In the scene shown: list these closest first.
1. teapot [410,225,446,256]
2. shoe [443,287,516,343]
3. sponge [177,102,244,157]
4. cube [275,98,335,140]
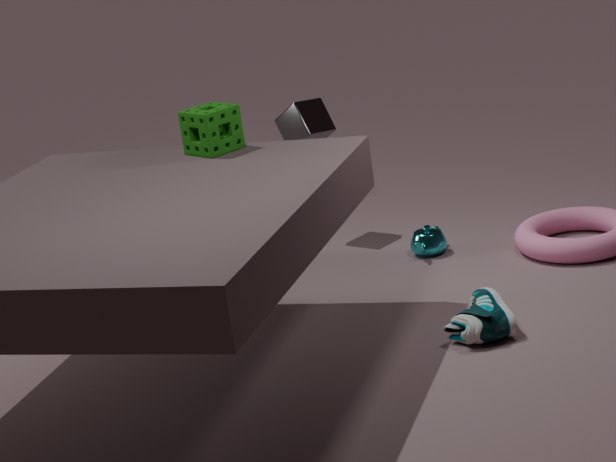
shoe [443,287,516,343]
sponge [177,102,244,157]
teapot [410,225,446,256]
cube [275,98,335,140]
